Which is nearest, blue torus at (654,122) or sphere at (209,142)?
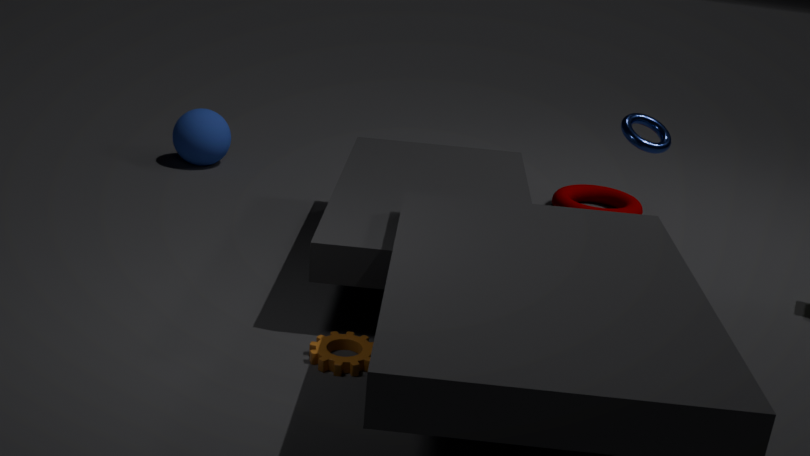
blue torus at (654,122)
